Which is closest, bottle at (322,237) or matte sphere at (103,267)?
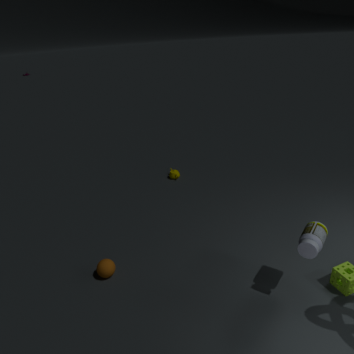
bottle at (322,237)
